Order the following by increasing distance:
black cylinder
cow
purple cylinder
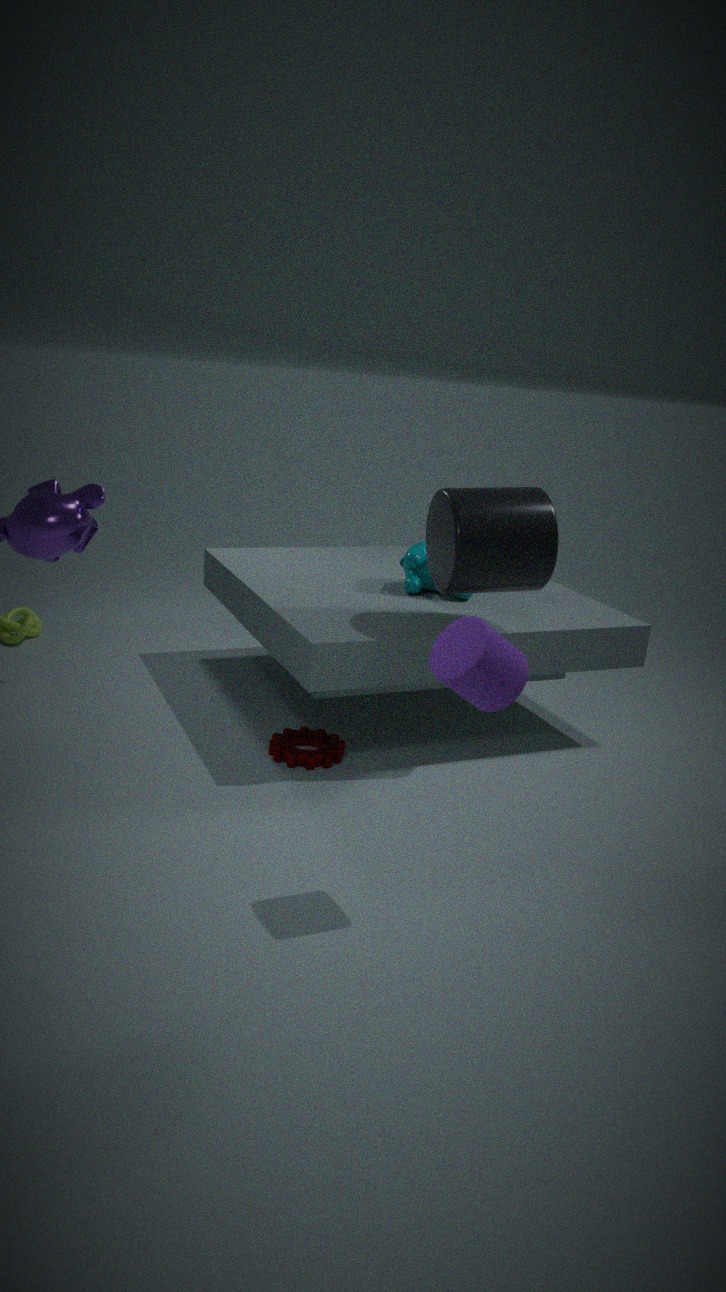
1. purple cylinder
2. black cylinder
3. cow
